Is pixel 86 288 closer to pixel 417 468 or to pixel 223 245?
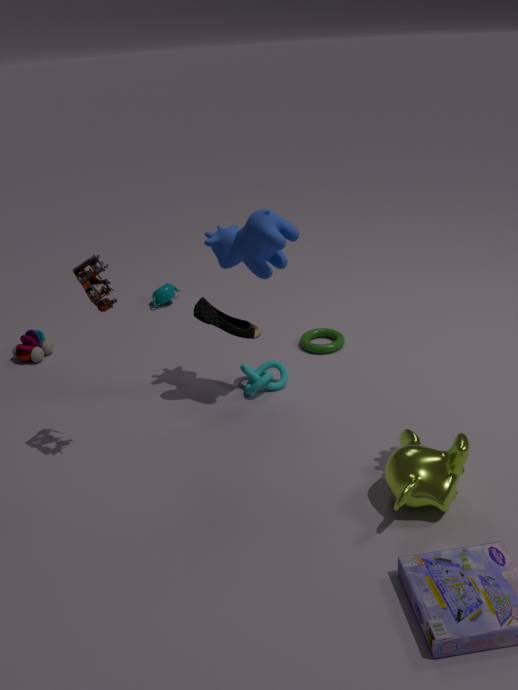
pixel 223 245
